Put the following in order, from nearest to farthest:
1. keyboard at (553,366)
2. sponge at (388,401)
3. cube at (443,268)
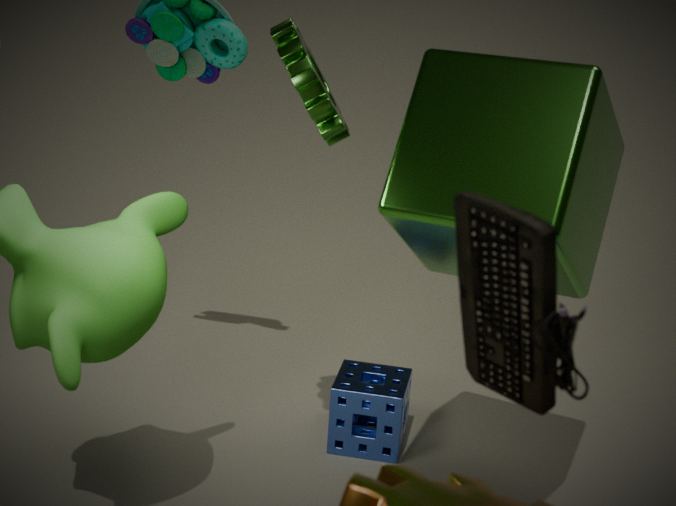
keyboard at (553,366) → cube at (443,268) → sponge at (388,401)
